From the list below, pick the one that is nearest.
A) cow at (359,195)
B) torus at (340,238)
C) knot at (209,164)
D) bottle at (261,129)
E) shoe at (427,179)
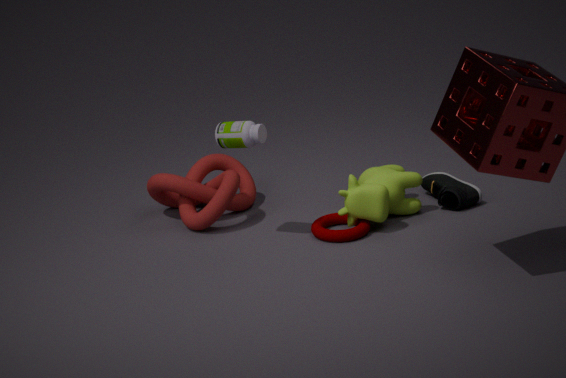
bottle at (261,129)
